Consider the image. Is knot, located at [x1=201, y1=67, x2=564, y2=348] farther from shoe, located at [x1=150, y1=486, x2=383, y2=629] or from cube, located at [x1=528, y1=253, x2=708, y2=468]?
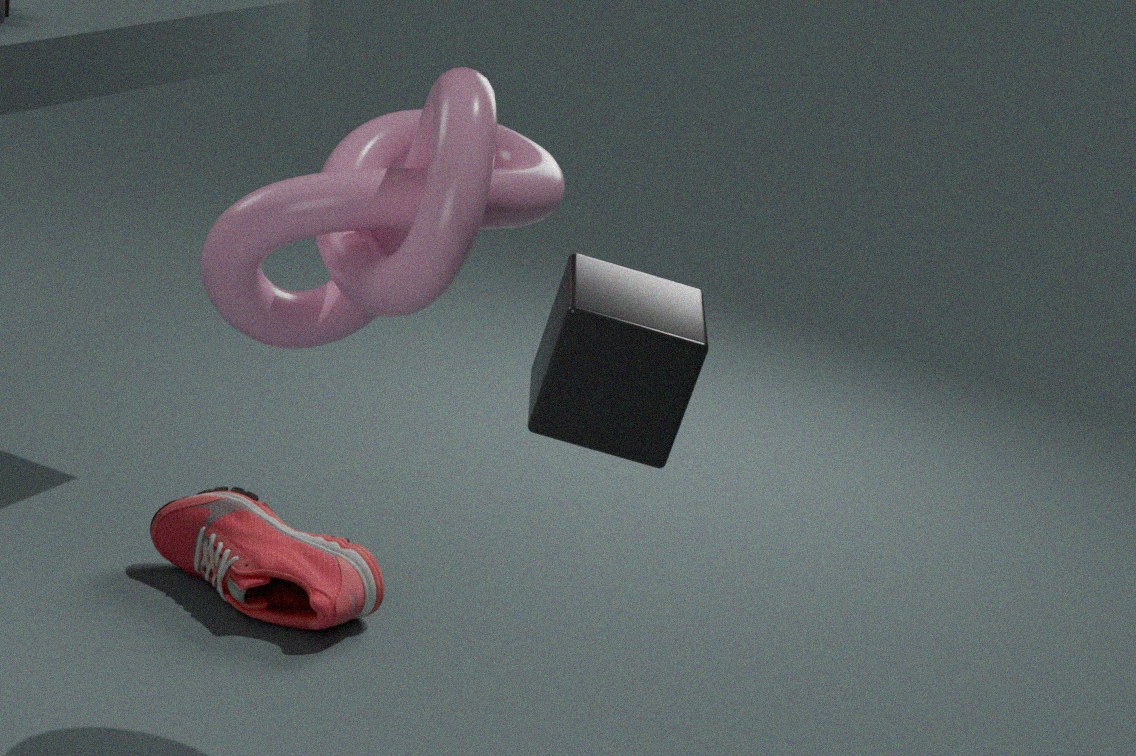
shoe, located at [x1=150, y1=486, x2=383, y2=629]
